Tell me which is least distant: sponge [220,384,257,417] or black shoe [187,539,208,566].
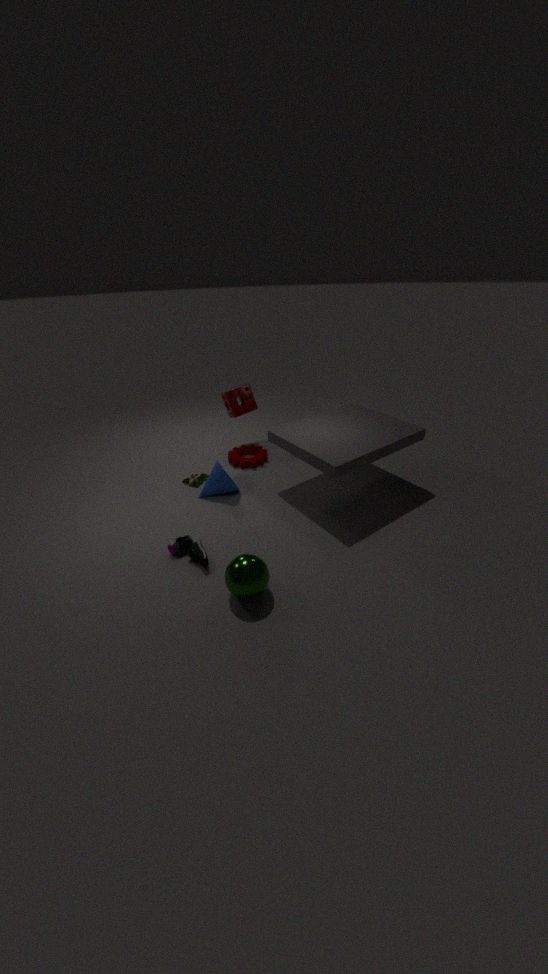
black shoe [187,539,208,566]
